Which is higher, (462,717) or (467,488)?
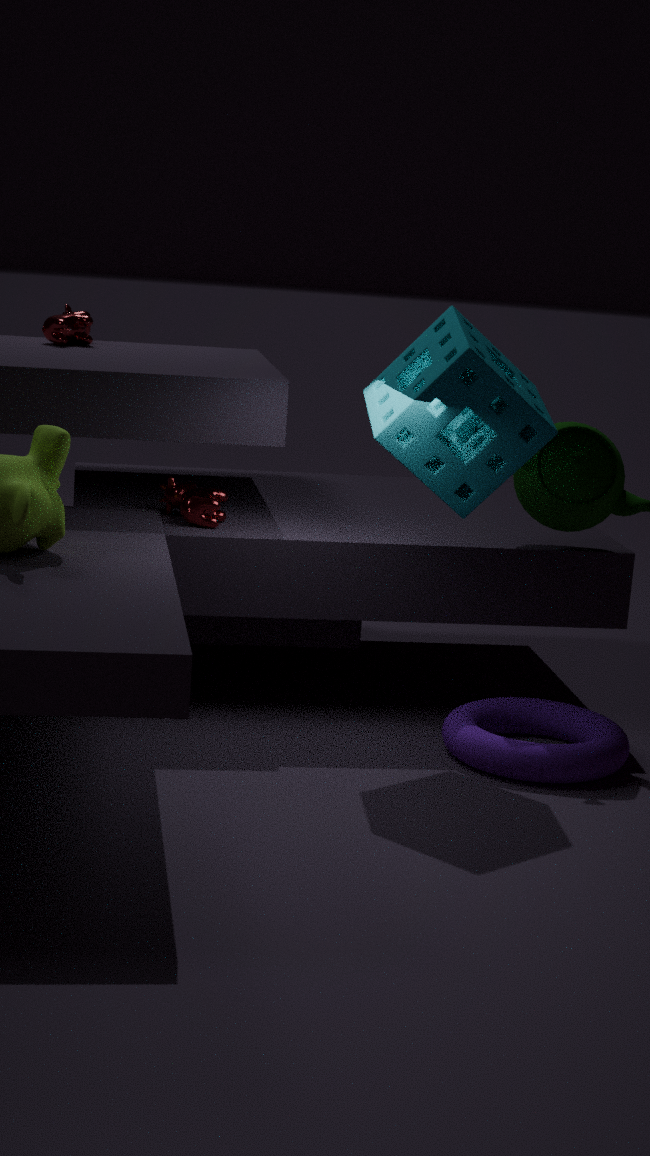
(467,488)
